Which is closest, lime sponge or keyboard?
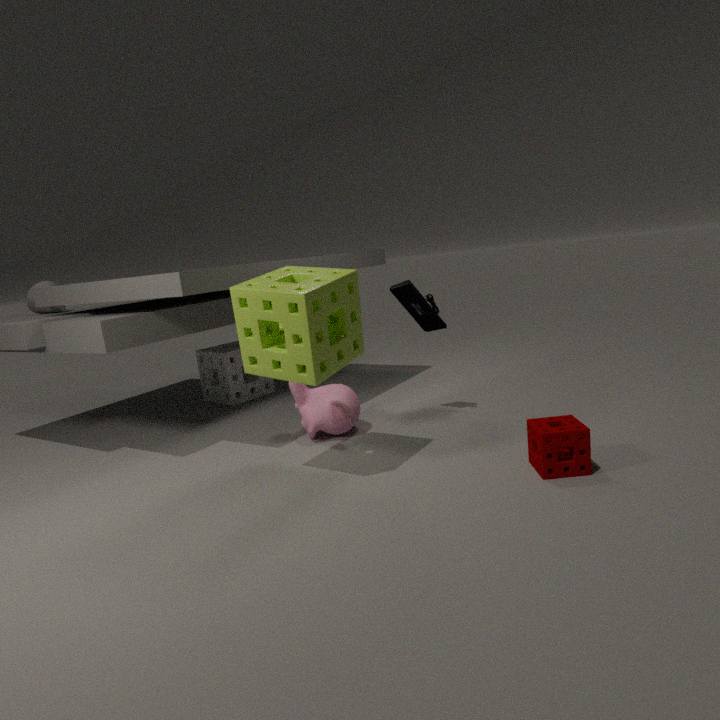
lime sponge
